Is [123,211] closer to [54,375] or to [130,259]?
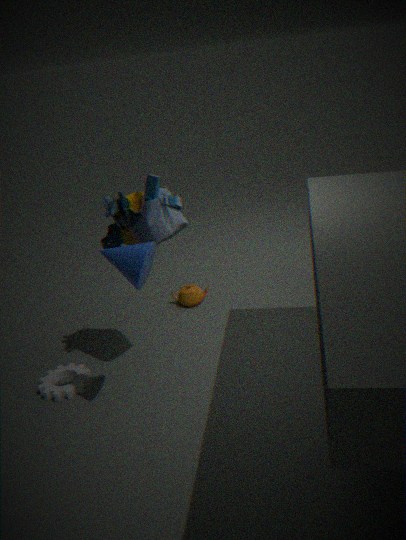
[130,259]
